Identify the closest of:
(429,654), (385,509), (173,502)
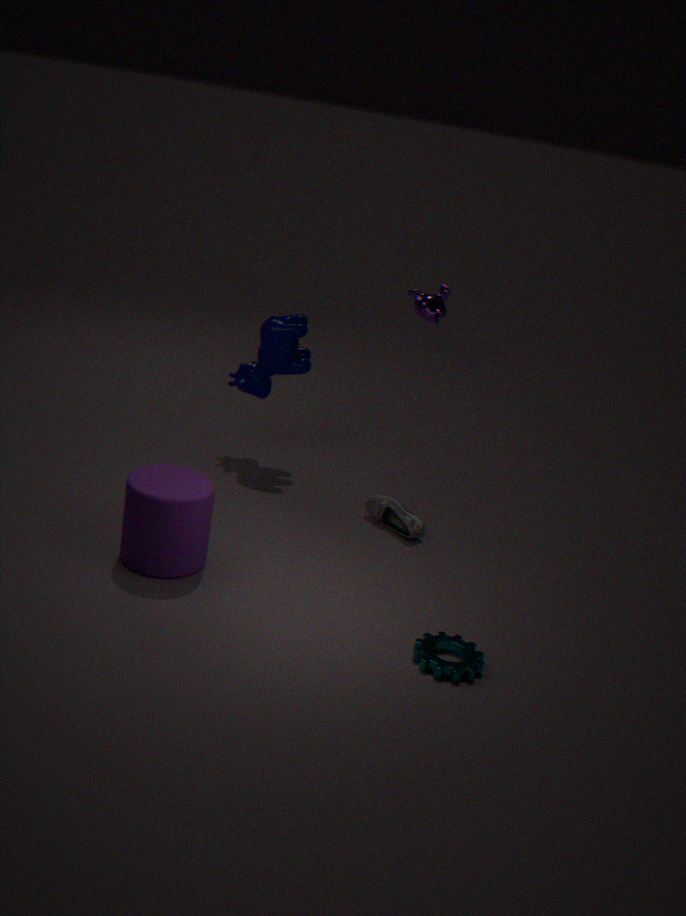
(429,654)
